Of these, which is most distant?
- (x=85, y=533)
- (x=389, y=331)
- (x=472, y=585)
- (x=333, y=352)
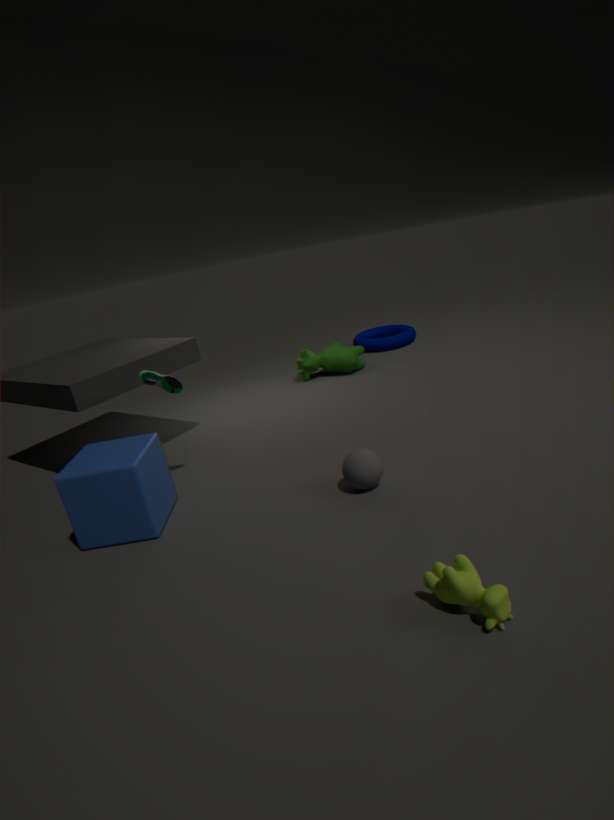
(x=389, y=331)
